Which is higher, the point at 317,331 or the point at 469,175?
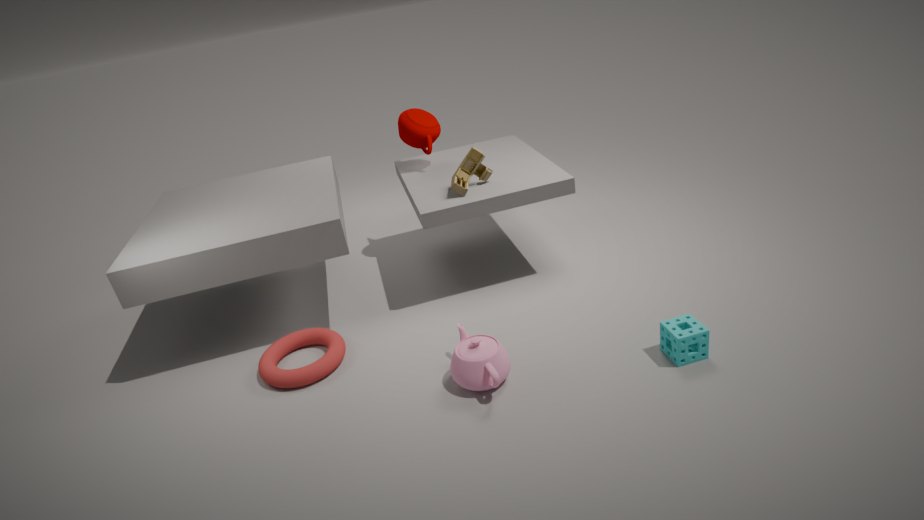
the point at 469,175
